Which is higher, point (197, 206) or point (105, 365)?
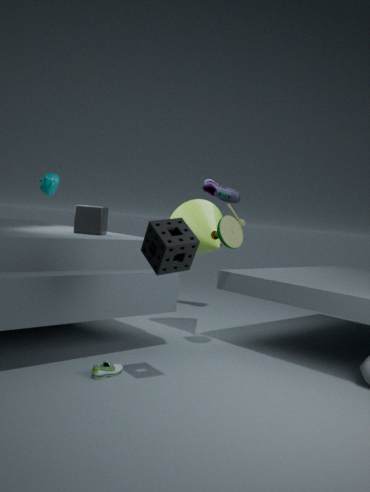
point (197, 206)
